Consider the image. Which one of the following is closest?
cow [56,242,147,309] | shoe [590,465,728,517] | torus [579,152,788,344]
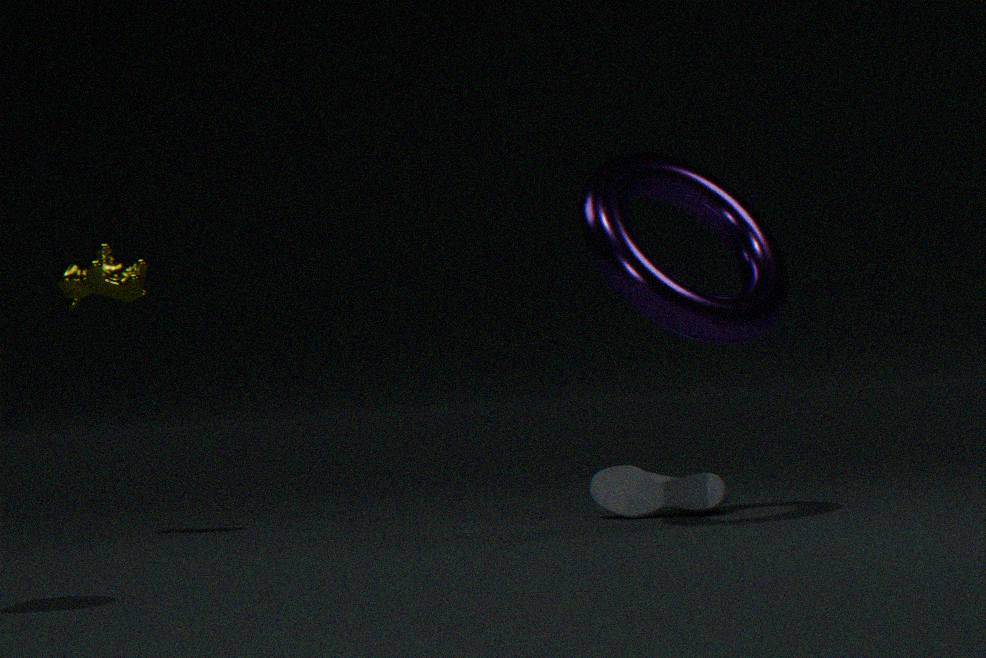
torus [579,152,788,344]
